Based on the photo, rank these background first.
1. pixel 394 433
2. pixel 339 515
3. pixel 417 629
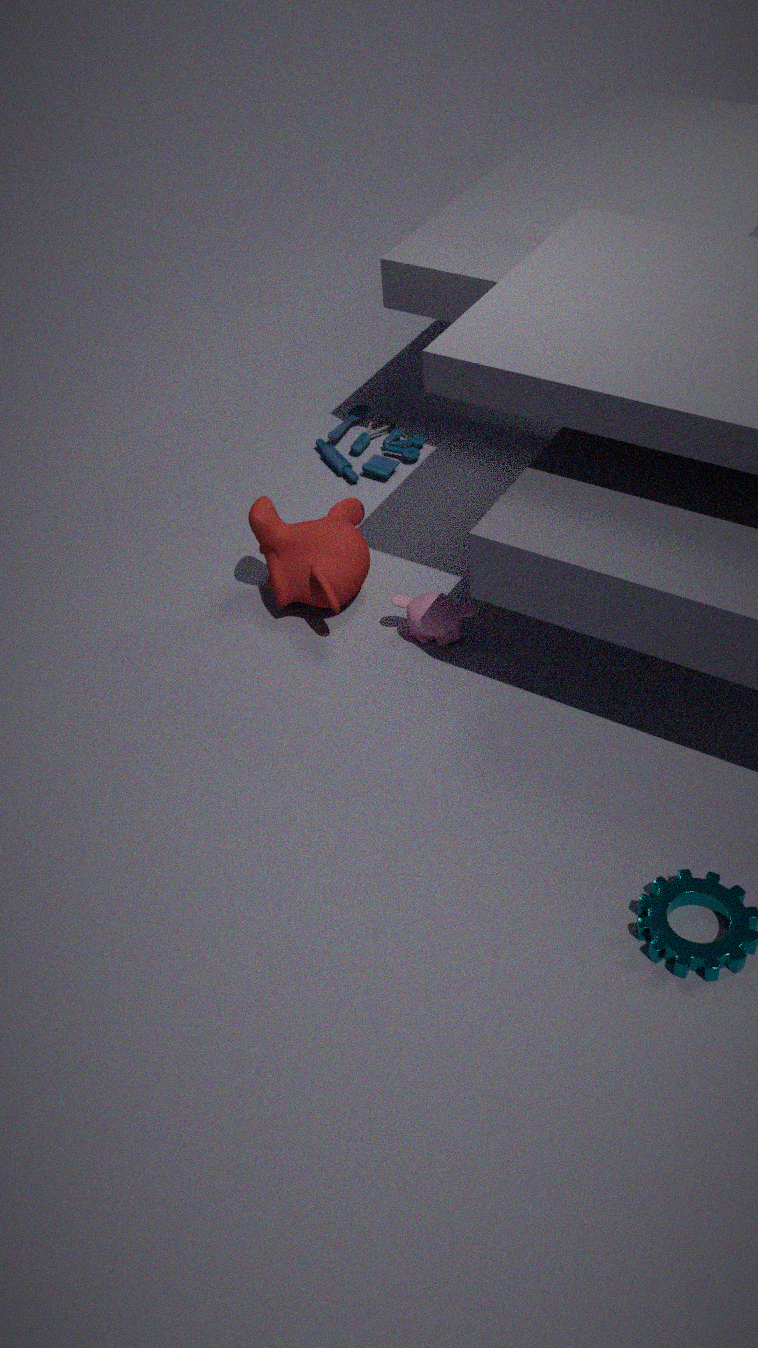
pixel 394 433, pixel 339 515, pixel 417 629
